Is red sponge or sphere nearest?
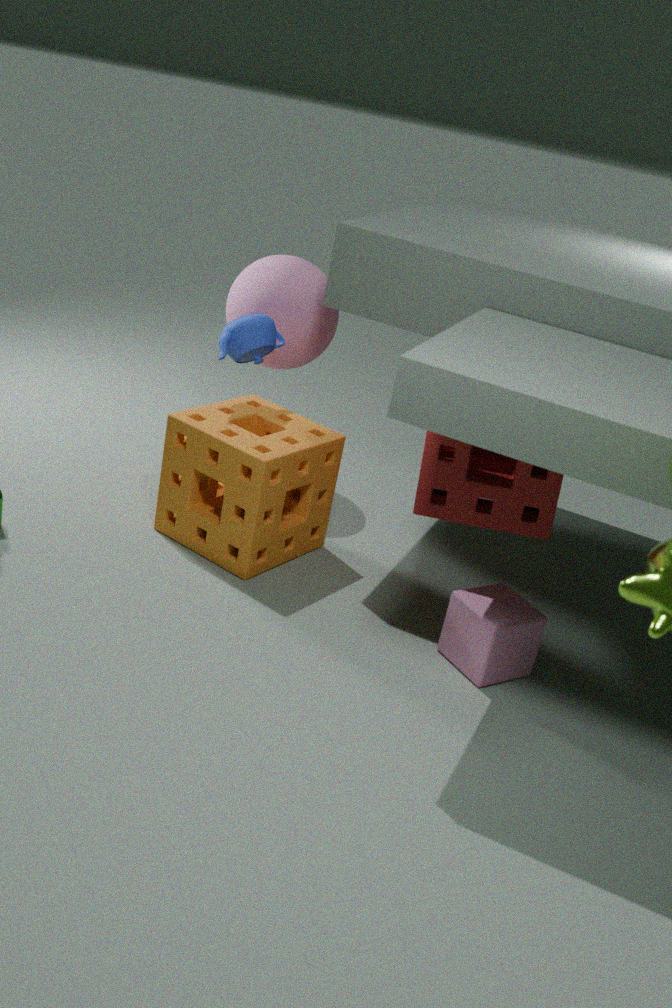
red sponge
